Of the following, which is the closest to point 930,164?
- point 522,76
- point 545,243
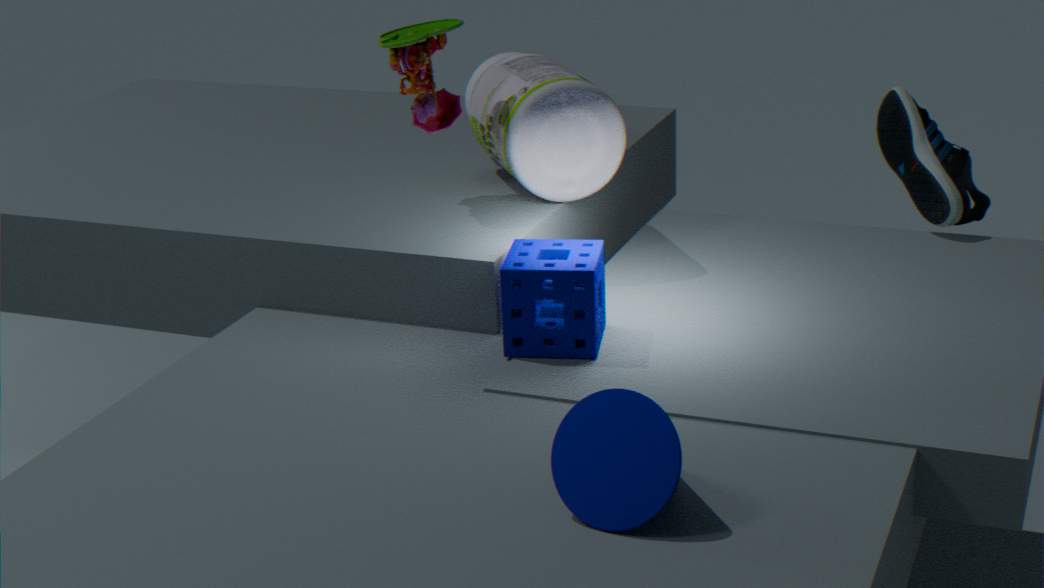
point 522,76
